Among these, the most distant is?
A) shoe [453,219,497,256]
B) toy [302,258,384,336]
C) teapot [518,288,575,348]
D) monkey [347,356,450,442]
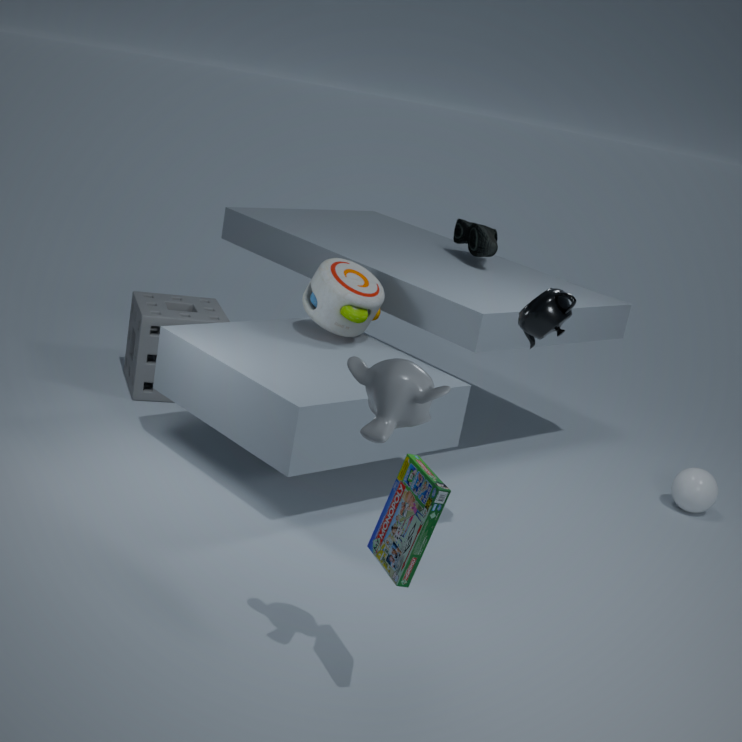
shoe [453,219,497,256]
